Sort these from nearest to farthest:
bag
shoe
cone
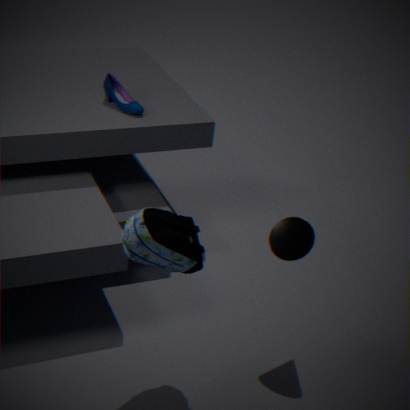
1. bag
2. cone
3. shoe
